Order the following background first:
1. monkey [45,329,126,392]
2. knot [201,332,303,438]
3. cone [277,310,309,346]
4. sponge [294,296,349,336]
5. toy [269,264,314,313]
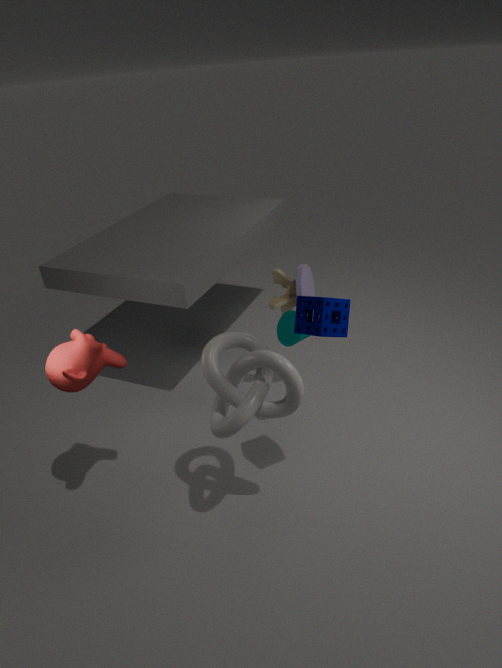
toy [269,264,314,313], cone [277,310,309,346], monkey [45,329,126,392], sponge [294,296,349,336], knot [201,332,303,438]
